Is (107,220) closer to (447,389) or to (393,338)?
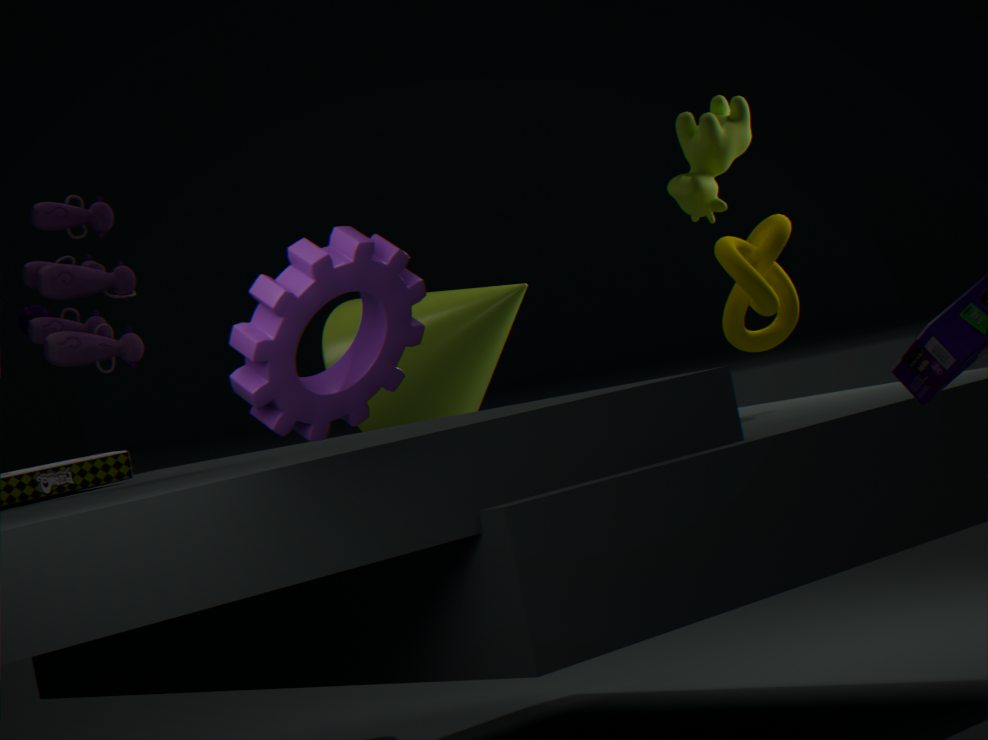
(393,338)
